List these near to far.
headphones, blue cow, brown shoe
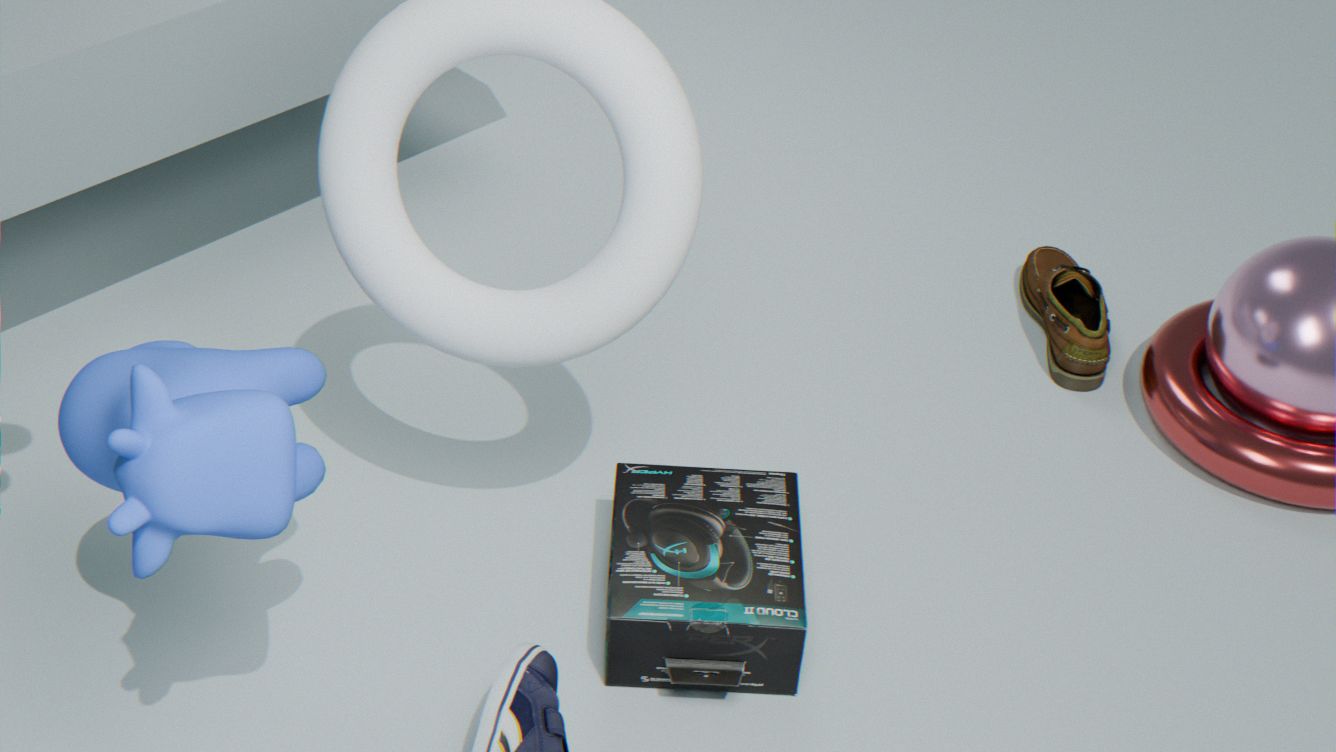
1. blue cow
2. headphones
3. brown shoe
